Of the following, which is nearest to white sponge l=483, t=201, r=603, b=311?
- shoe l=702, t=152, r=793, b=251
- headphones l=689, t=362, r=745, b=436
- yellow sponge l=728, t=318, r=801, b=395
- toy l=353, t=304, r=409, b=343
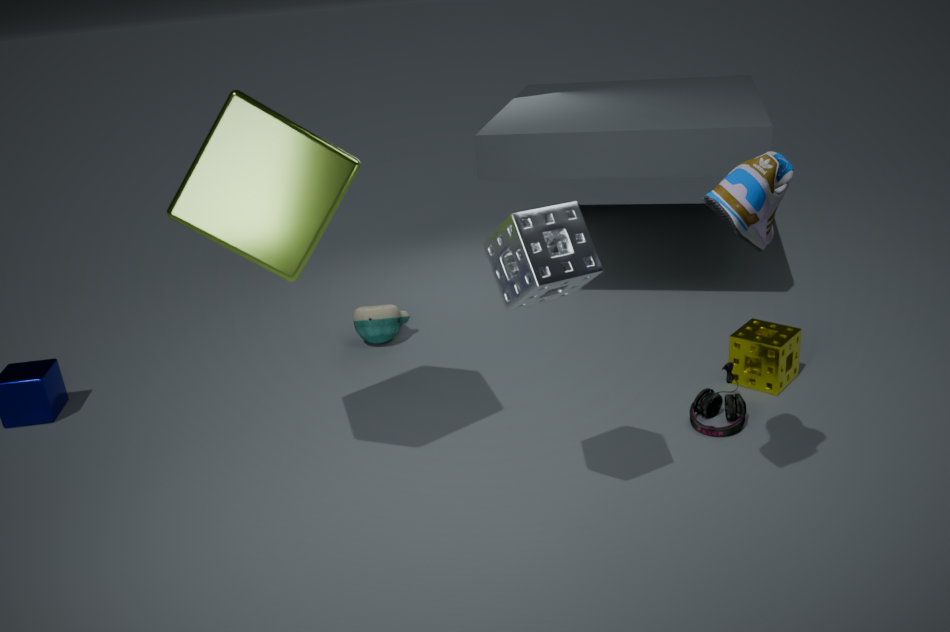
shoe l=702, t=152, r=793, b=251
